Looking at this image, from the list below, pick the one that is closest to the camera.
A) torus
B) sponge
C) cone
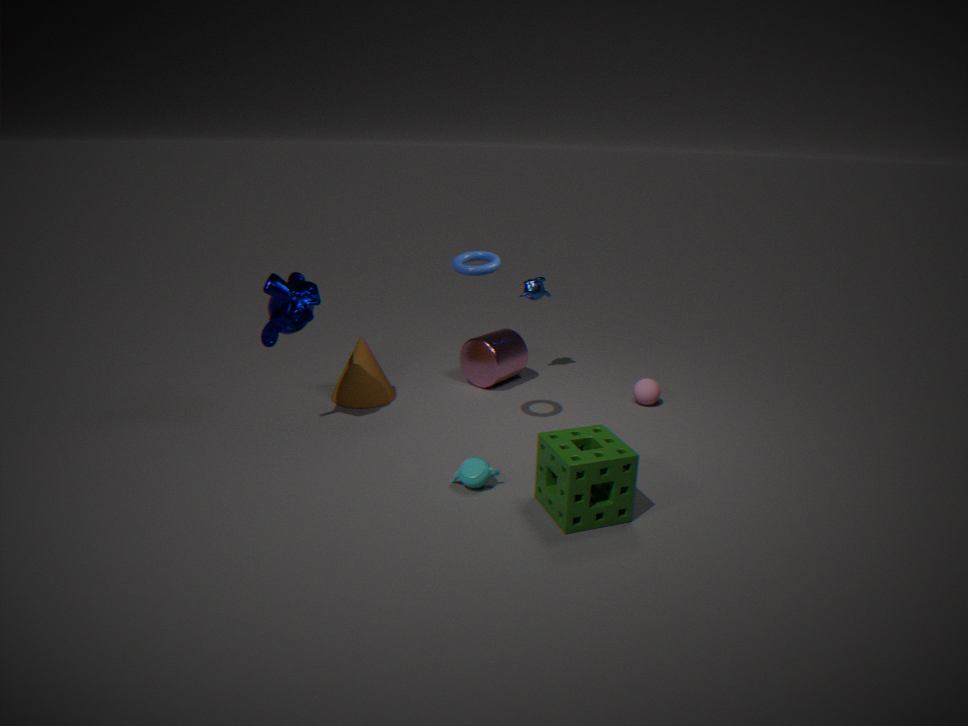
sponge
